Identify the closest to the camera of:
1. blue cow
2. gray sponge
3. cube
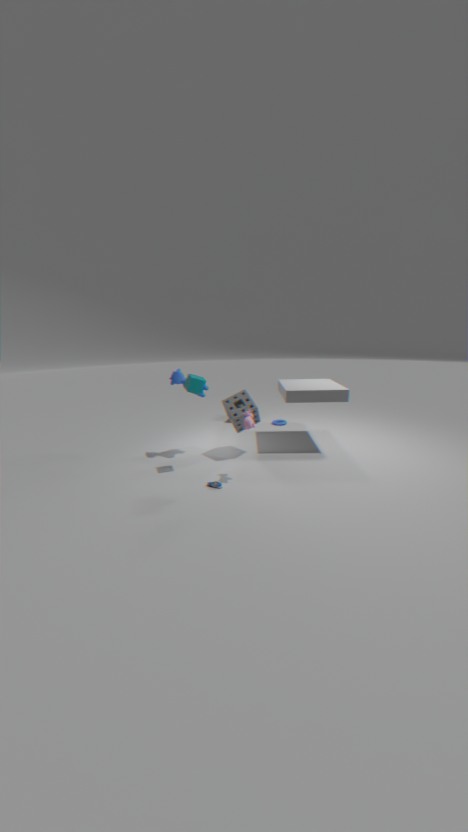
cube
